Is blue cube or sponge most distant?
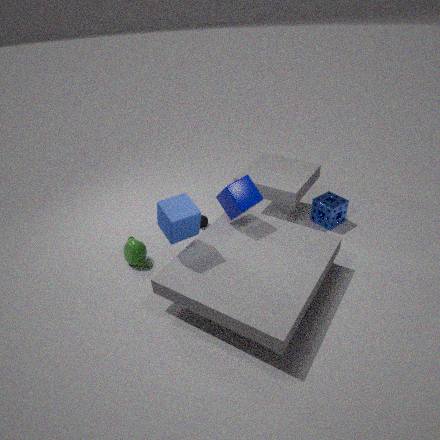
sponge
